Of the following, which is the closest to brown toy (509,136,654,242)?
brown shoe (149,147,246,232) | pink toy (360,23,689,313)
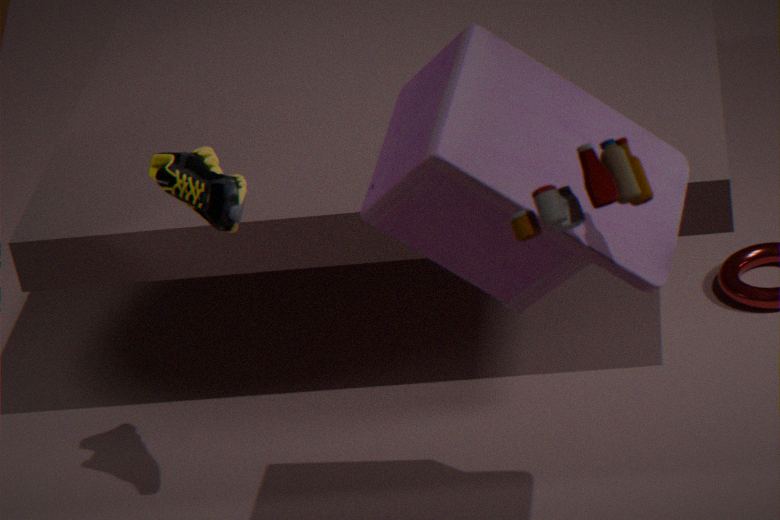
pink toy (360,23,689,313)
